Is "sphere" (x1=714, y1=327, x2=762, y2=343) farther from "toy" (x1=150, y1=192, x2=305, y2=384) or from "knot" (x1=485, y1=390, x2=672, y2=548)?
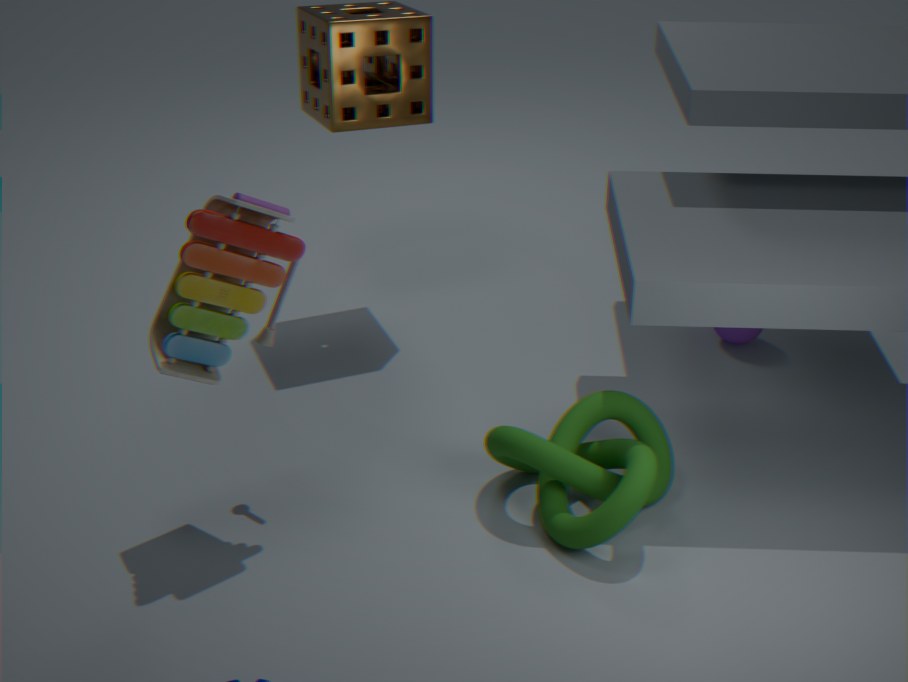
"toy" (x1=150, y1=192, x2=305, y2=384)
